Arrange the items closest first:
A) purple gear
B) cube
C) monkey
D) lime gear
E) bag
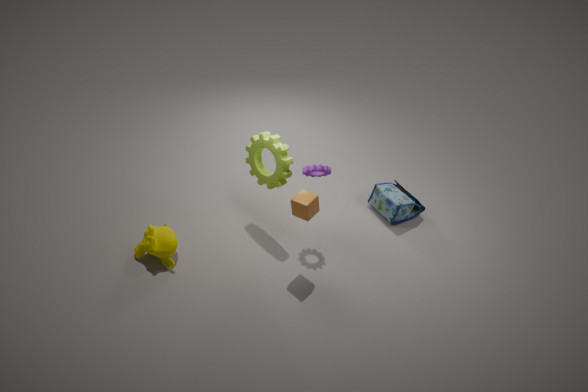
cube
monkey
purple gear
lime gear
bag
